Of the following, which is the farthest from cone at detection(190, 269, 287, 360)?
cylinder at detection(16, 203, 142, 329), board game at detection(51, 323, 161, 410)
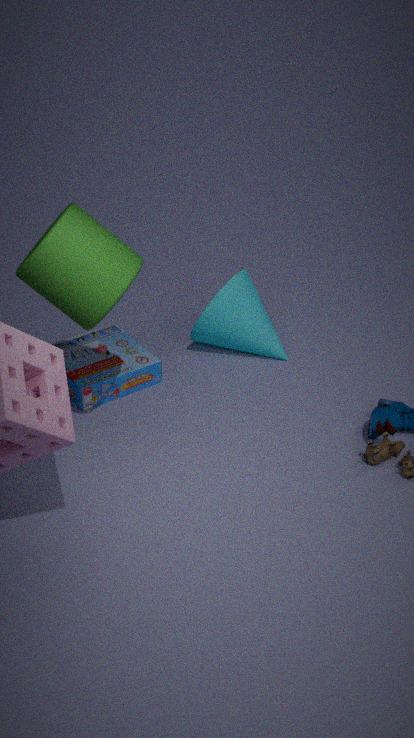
cylinder at detection(16, 203, 142, 329)
